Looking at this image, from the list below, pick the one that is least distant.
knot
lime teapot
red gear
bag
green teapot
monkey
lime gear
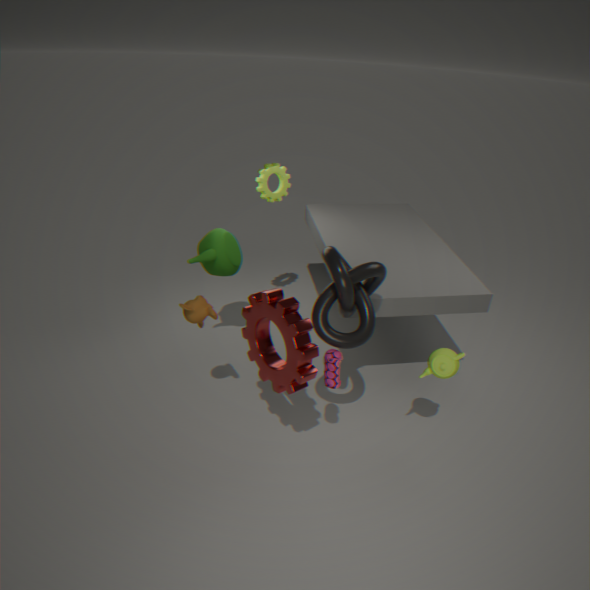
red gear
